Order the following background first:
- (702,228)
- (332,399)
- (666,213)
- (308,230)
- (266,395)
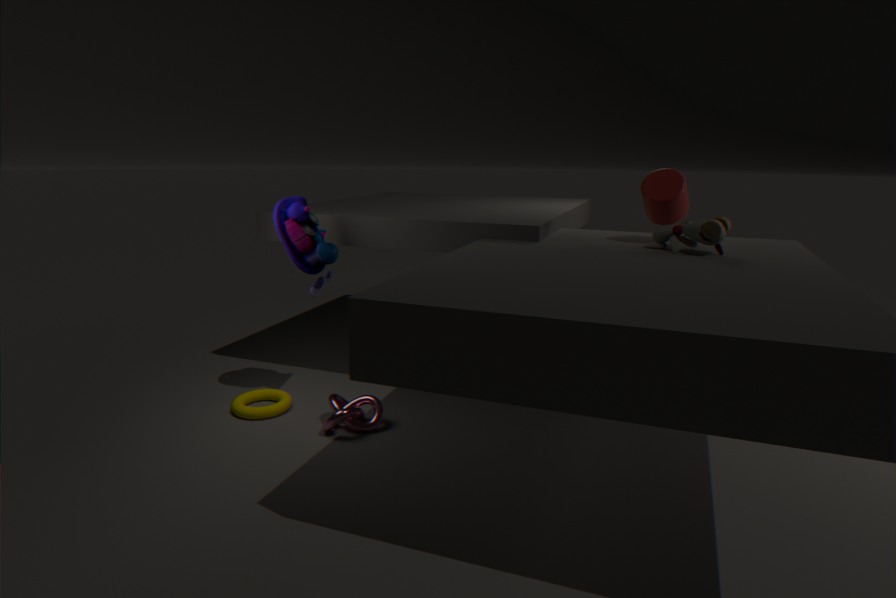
(266,395)
(308,230)
(332,399)
(666,213)
(702,228)
